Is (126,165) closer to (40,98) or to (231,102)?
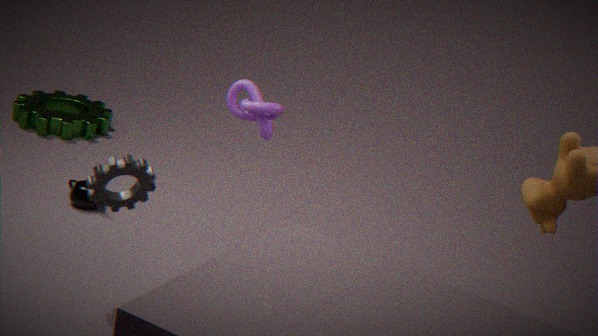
(231,102)
